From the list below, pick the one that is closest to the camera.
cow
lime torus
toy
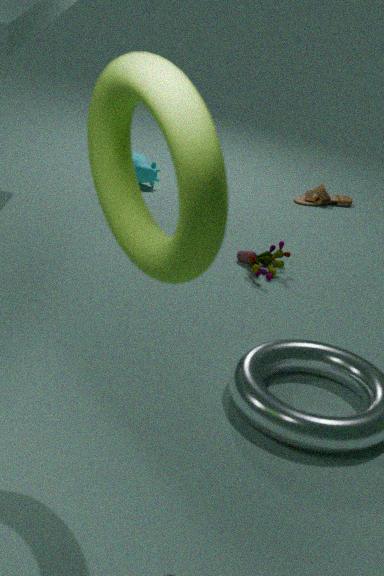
lime torus
